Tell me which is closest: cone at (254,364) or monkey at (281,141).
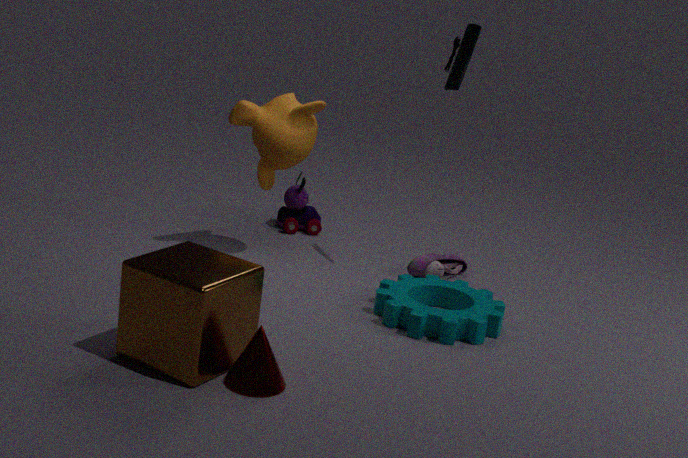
cone at (254,364)
